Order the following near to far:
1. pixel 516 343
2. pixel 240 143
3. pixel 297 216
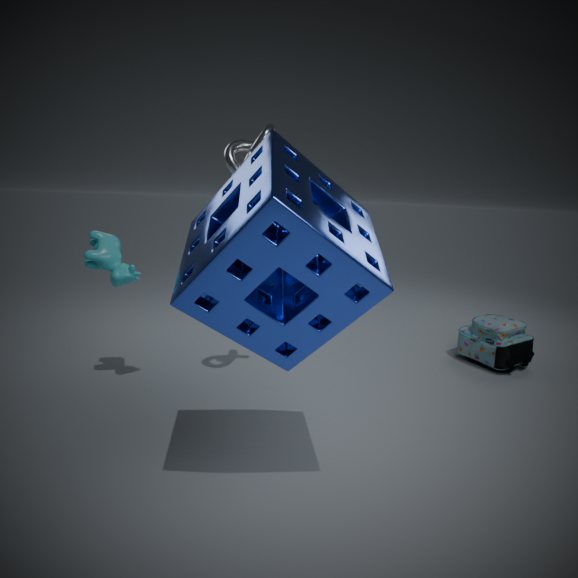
pixel 297 216
pixel 240 143
pixel 516 343
